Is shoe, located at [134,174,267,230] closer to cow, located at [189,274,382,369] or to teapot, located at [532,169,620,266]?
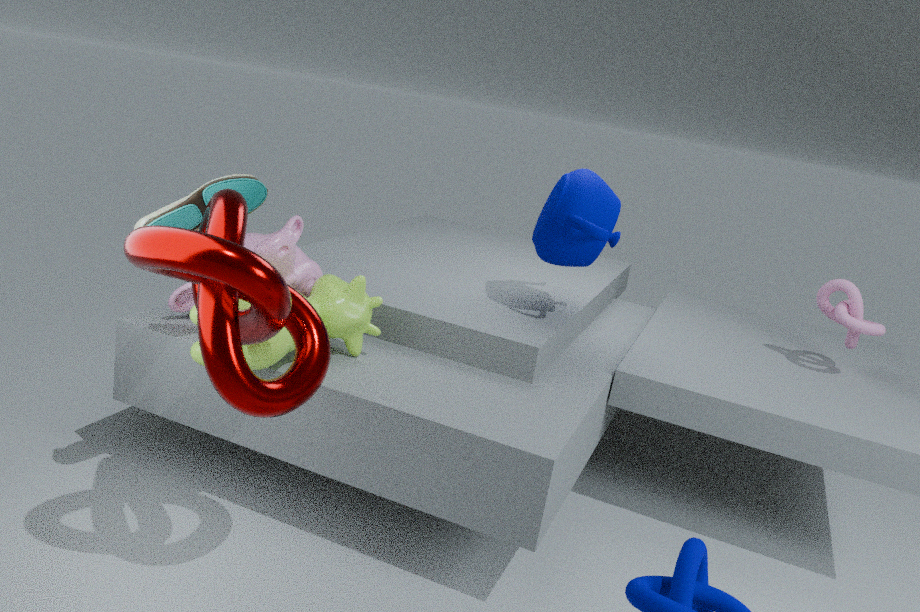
cow, located at [189,274,382,369]
